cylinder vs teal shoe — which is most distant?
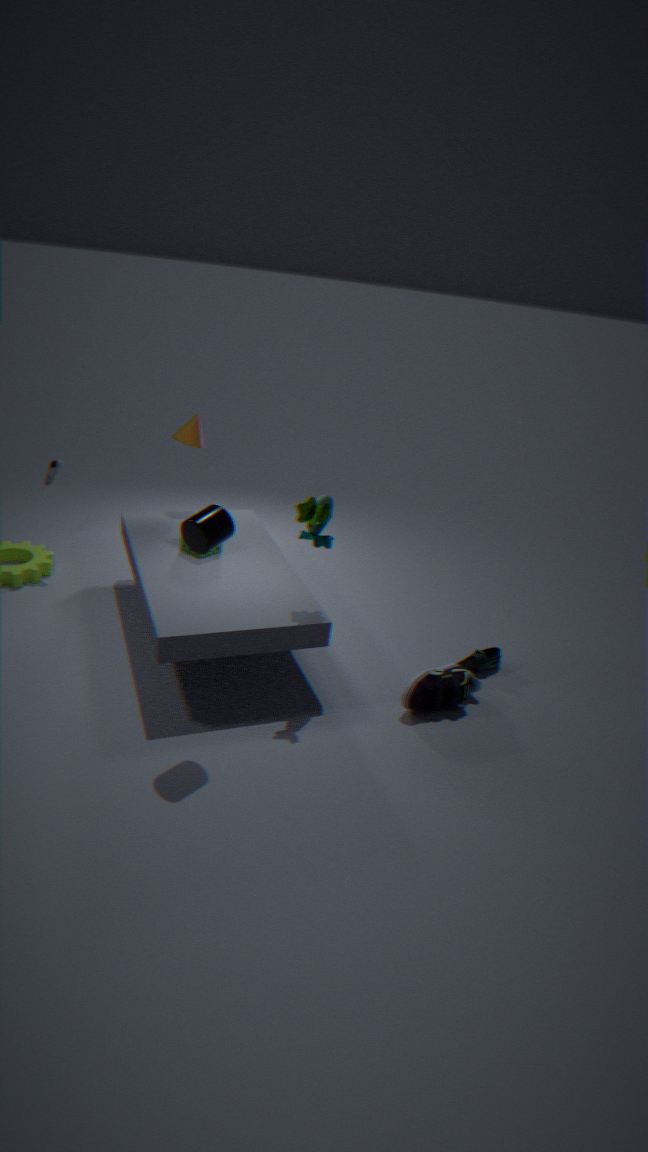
teal shoe
